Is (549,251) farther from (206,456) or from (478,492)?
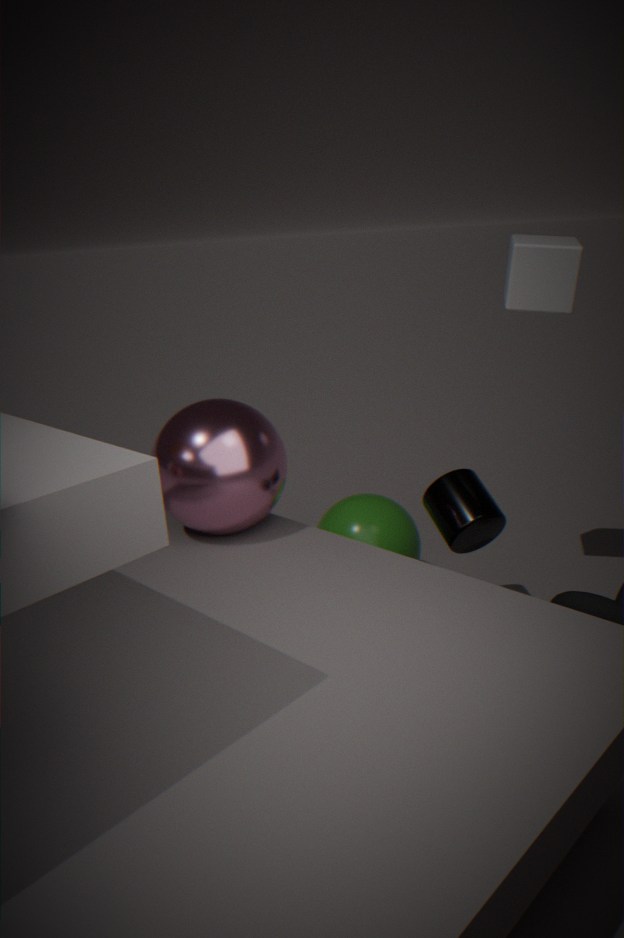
(206,456)
